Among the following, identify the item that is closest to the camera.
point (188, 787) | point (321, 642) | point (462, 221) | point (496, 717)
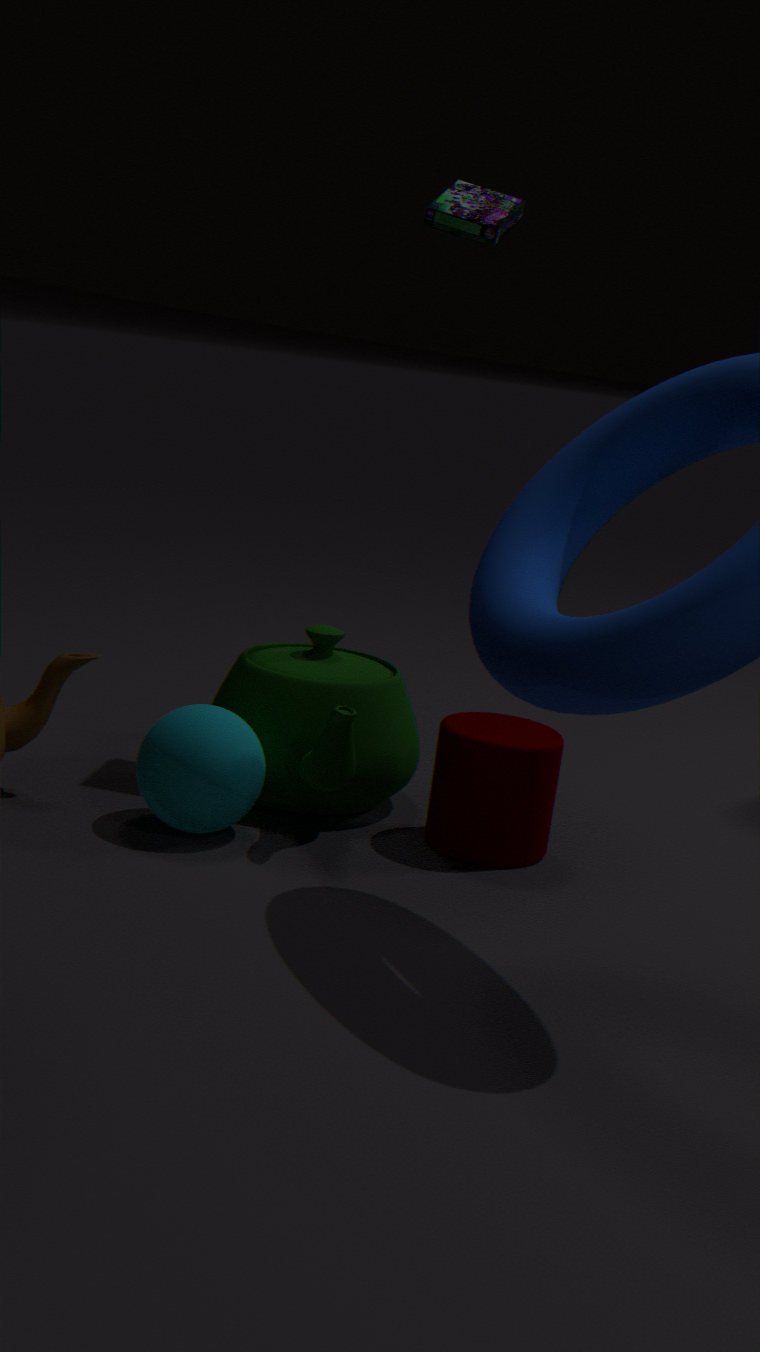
point (188, 787)
